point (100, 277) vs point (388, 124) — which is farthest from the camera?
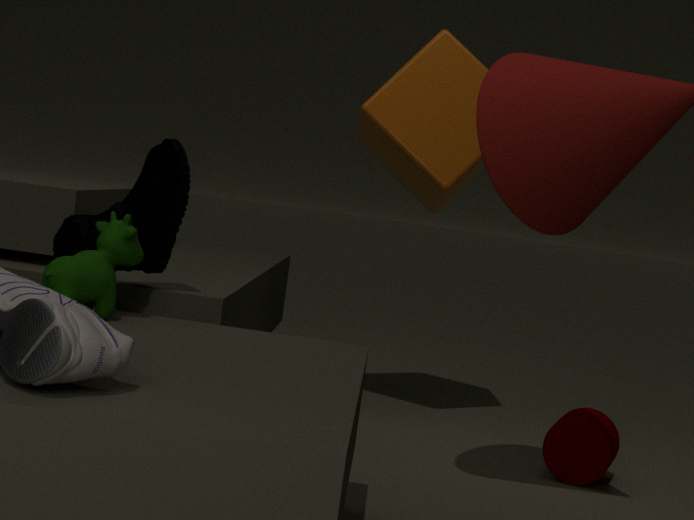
point (388, 124)
